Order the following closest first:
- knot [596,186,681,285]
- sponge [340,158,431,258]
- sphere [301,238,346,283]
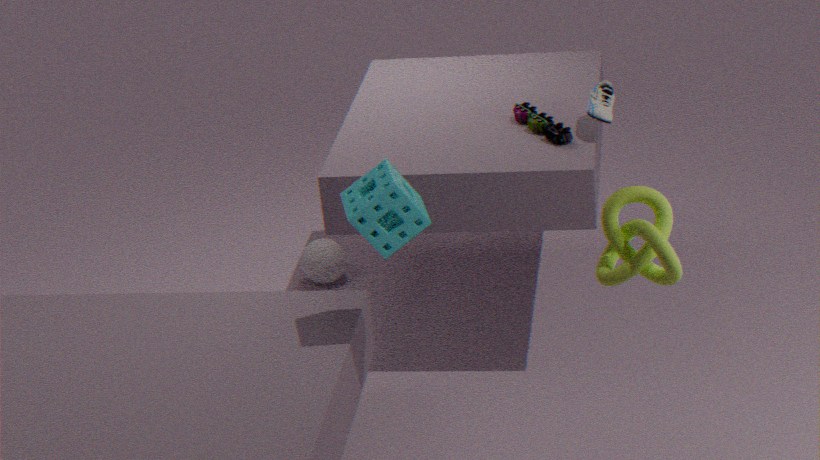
knot [596,186,681,285] → sponge [340,158,431,258] → sphere [301,238,346,283]
